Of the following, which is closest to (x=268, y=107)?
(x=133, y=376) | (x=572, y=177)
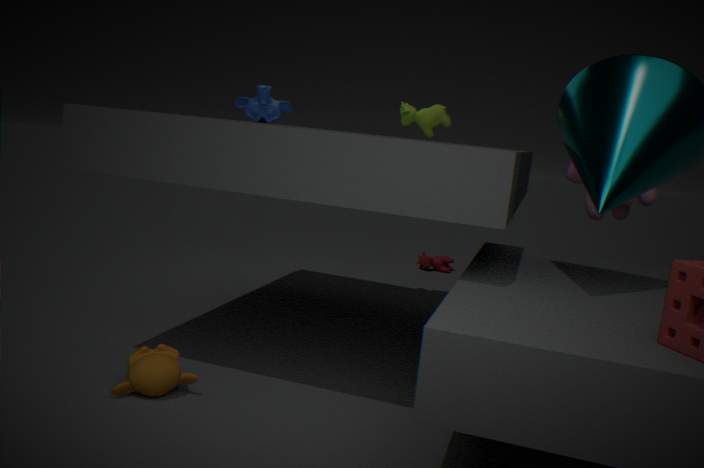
(x=133, y=376)
